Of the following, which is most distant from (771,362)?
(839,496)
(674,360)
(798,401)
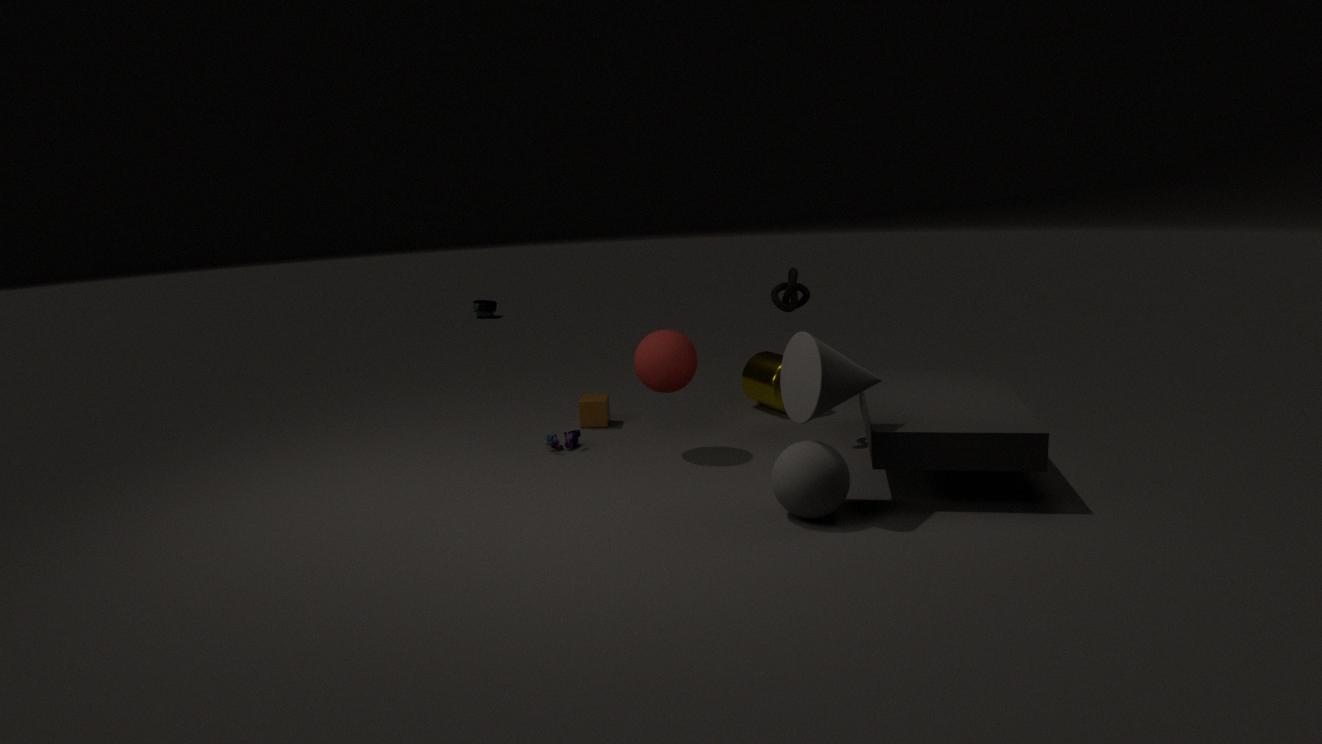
(839,496)
